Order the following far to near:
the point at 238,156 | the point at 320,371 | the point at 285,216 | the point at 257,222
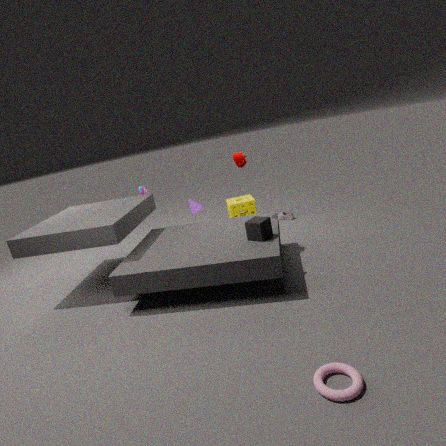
1. the point at 285,216
2. the point at 238,156
3. the point at 257,222
4. the point at 320,371
